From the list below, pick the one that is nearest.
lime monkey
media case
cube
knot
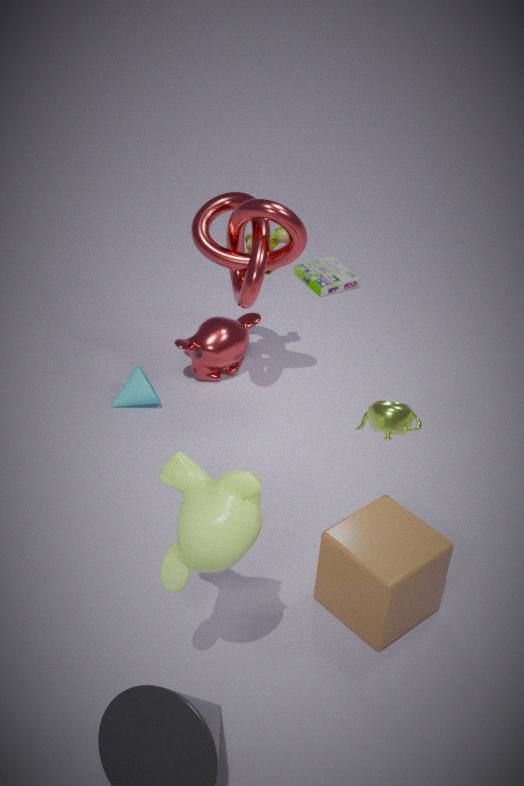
lime monkey
